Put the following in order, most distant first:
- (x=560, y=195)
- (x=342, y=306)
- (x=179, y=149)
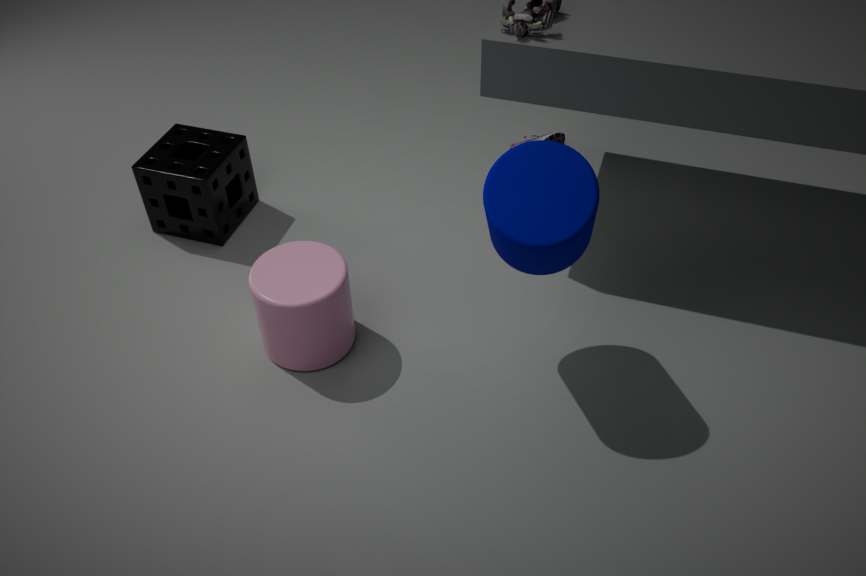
(x=179, y=149)
(x=342, y=306)
(x=560, y=195)
